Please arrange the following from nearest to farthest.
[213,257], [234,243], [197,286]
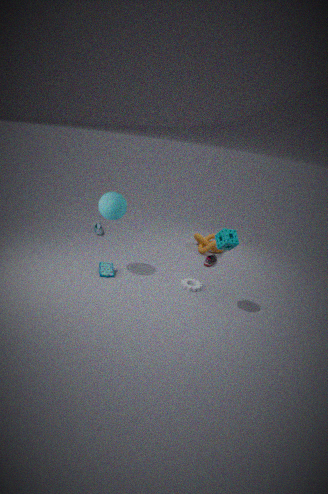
[234,243] → [197,286] → [213,257]
